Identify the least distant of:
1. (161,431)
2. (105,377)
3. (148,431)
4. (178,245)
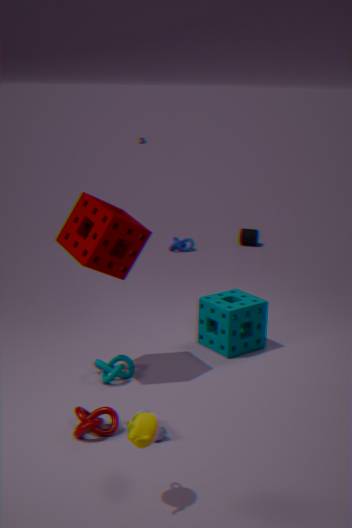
(148,431)
